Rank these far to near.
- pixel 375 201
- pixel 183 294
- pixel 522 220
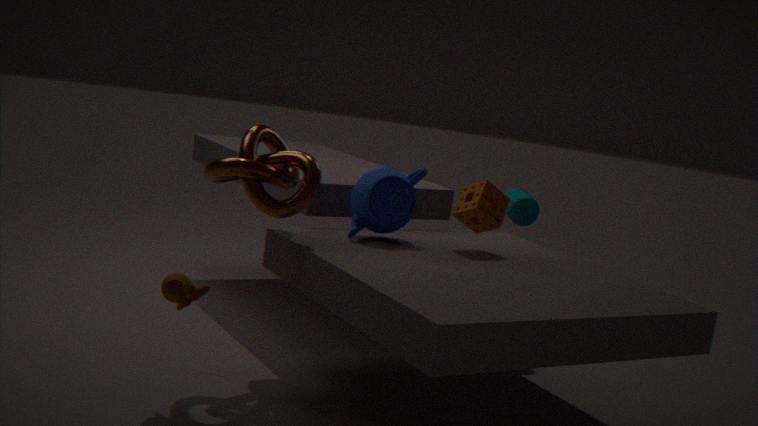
pixel 522 220
pixel 375 201
pixel 183 294
